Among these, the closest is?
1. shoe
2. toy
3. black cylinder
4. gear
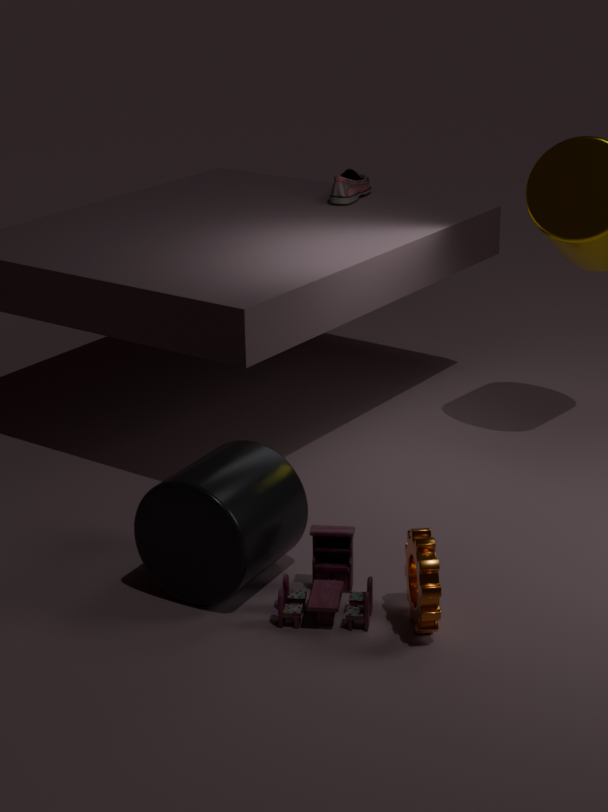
gear
